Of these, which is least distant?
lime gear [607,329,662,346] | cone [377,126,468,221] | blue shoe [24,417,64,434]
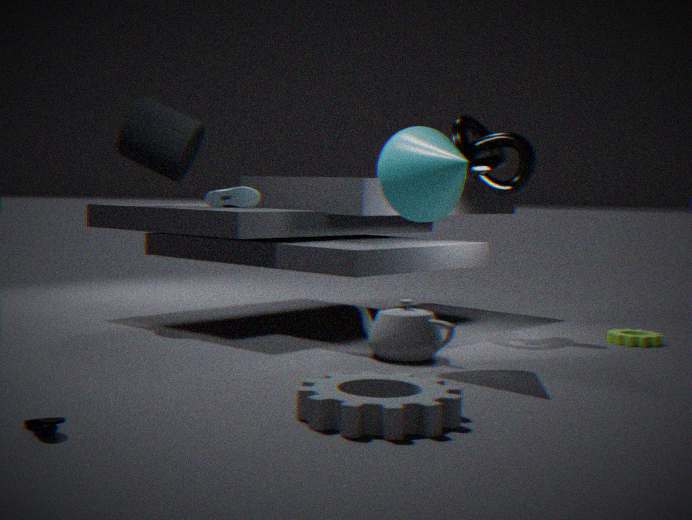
blue shoe [24,417,64,434]
